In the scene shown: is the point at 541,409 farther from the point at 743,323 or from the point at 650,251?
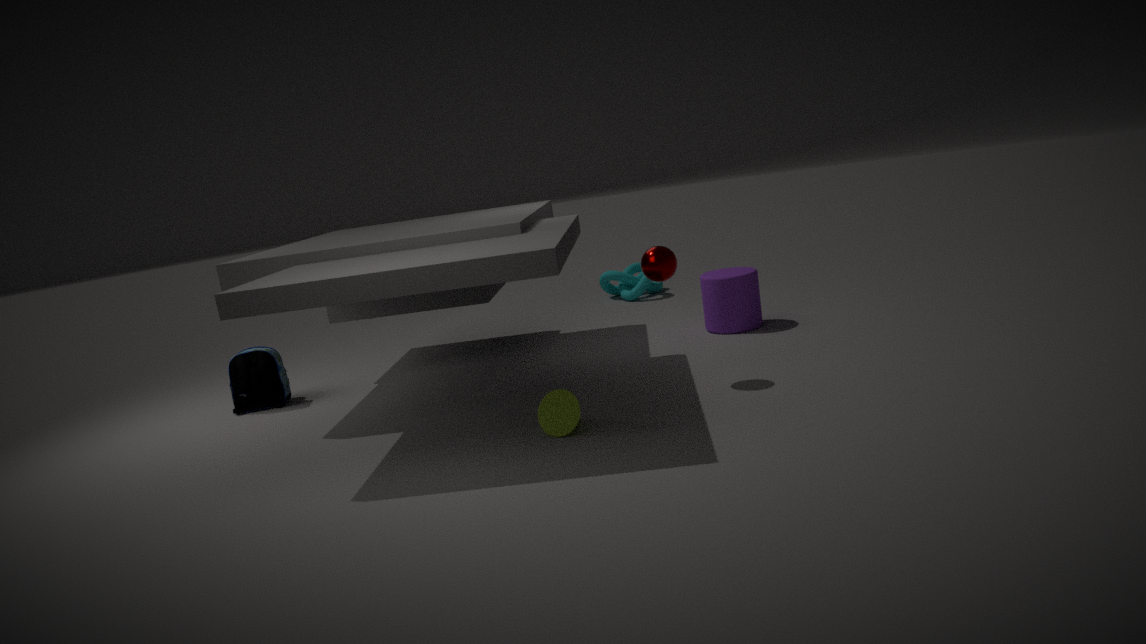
the point at 743,323
